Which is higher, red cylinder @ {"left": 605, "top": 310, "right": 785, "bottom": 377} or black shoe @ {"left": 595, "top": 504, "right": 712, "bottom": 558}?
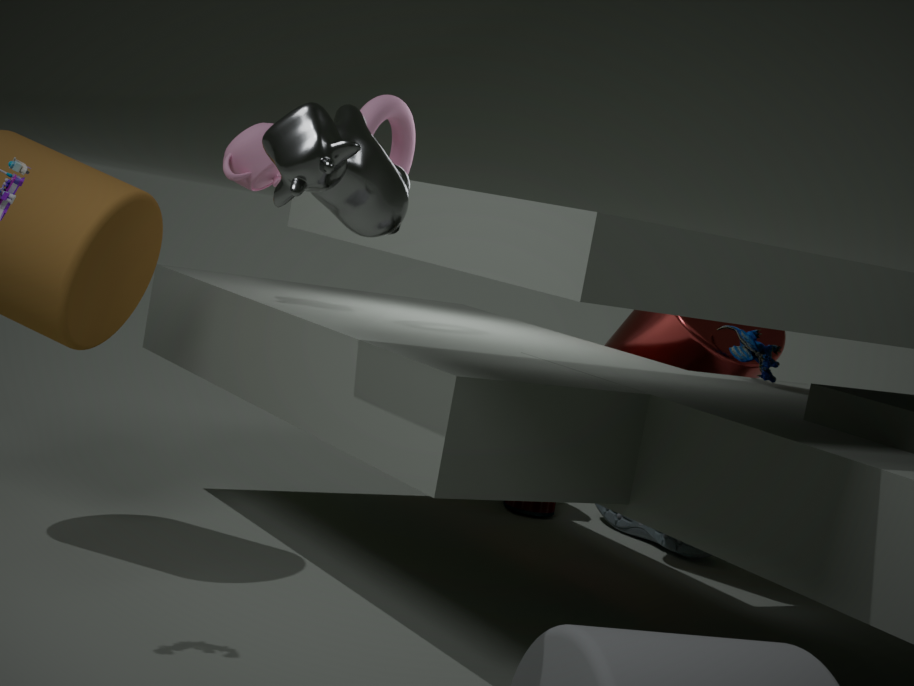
red cylinder @ {"left": 605, "top": 310, "right": 785, "bottom": 377}
